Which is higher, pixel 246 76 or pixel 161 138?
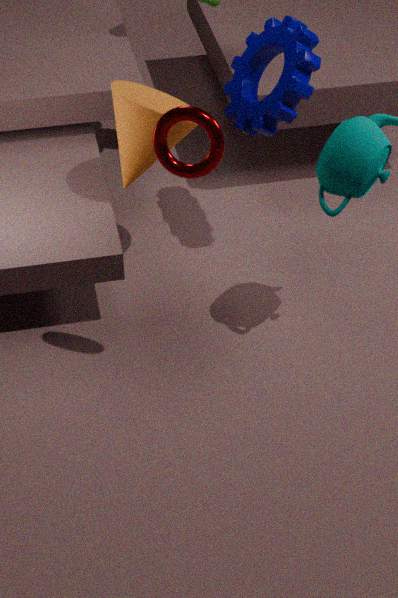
pixel 161 138
